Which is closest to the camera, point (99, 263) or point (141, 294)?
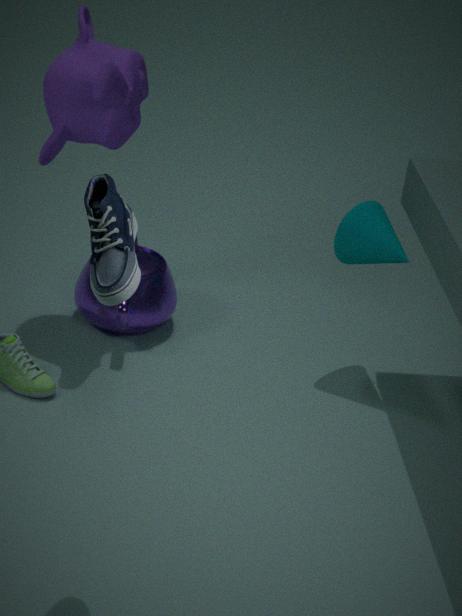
point (99, 263)
